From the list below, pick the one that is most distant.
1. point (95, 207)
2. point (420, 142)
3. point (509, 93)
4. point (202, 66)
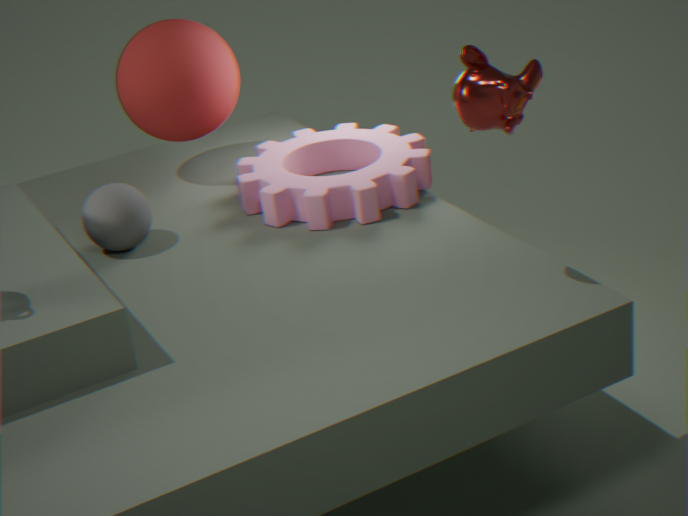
point (420, 142)
